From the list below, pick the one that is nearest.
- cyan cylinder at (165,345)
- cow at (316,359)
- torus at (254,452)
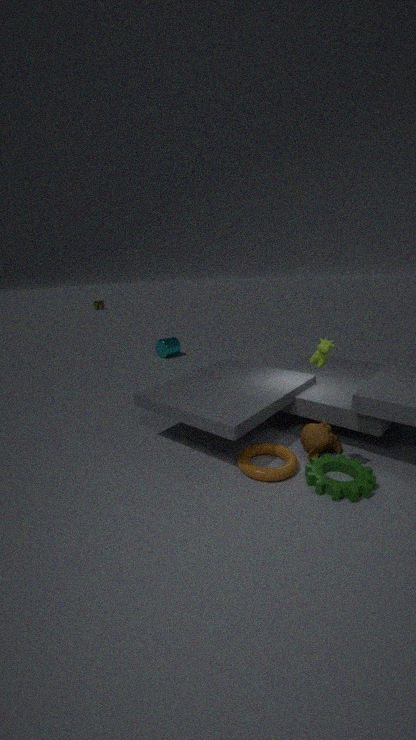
Result: cow at (316,359)
